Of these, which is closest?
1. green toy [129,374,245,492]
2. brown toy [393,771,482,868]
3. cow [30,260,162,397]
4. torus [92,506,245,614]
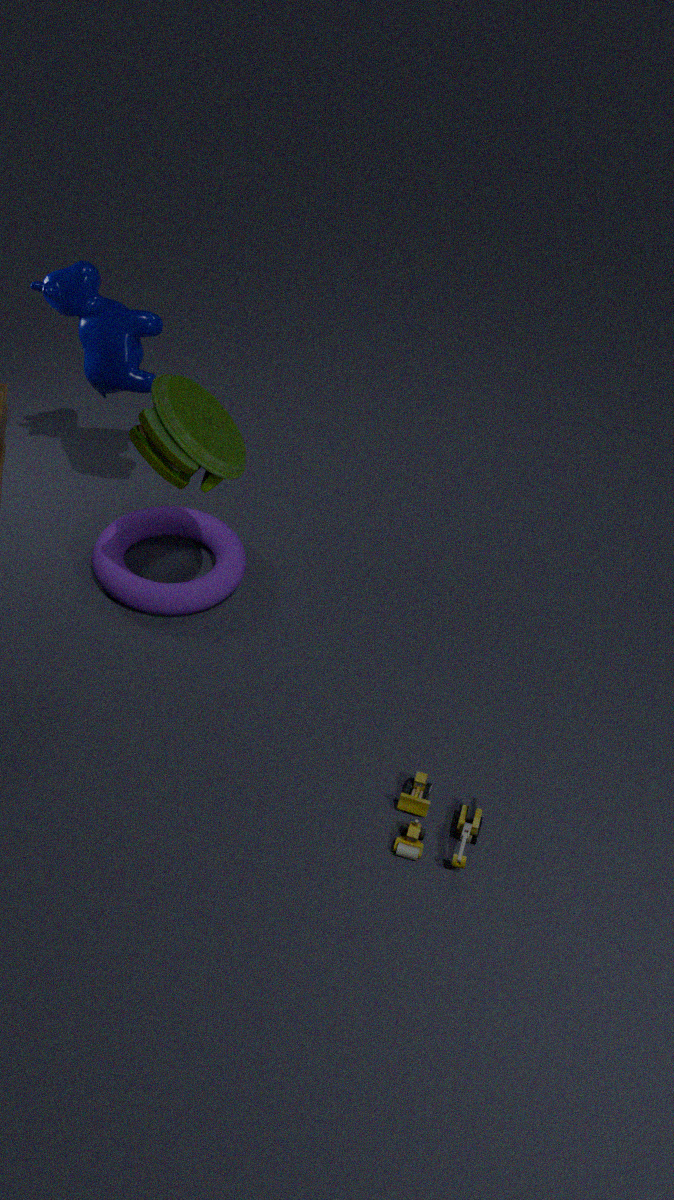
green toy [129,374,245,492]
